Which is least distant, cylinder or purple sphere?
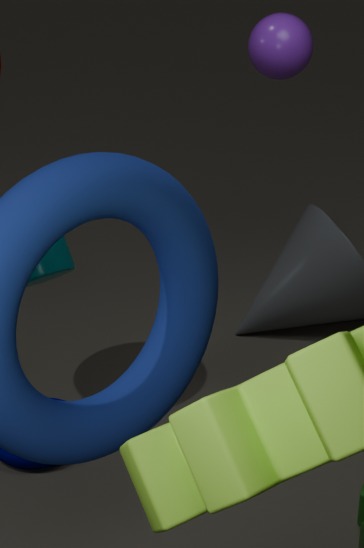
purple sphere
